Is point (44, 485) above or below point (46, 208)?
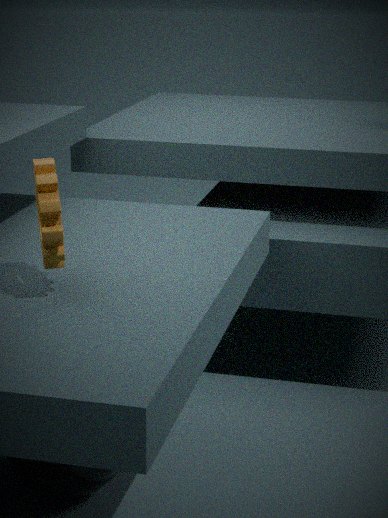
below
